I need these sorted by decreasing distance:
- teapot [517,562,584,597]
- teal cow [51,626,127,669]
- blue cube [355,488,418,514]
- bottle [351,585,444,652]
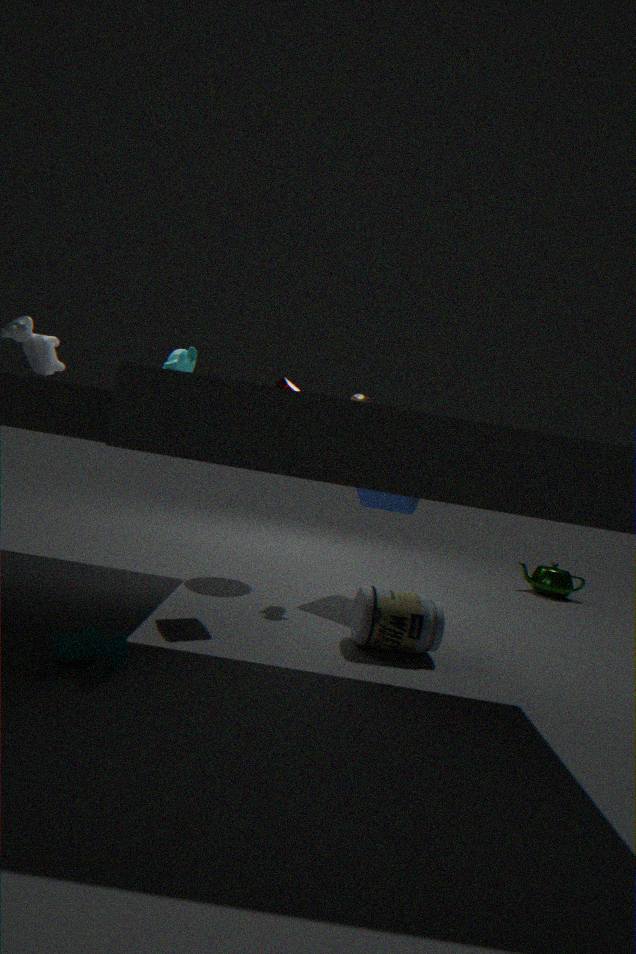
teapot [517,562,584,597]
blue cube [355,488,418,514]
bottle [351,585,444,652]
teal cow [51,626,127,669]
